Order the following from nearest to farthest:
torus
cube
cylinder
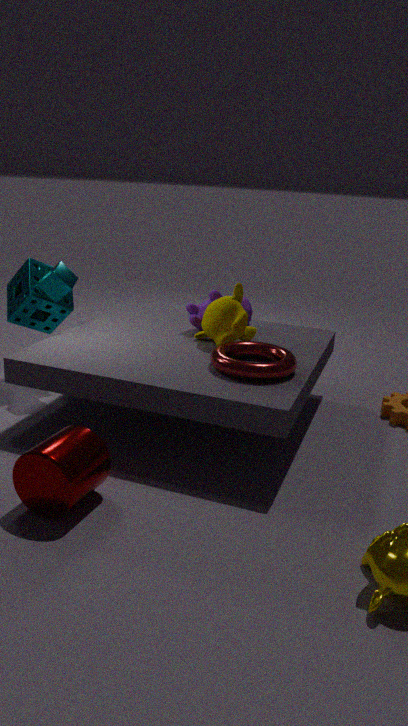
1. cylinder
2. torus
3. cube
